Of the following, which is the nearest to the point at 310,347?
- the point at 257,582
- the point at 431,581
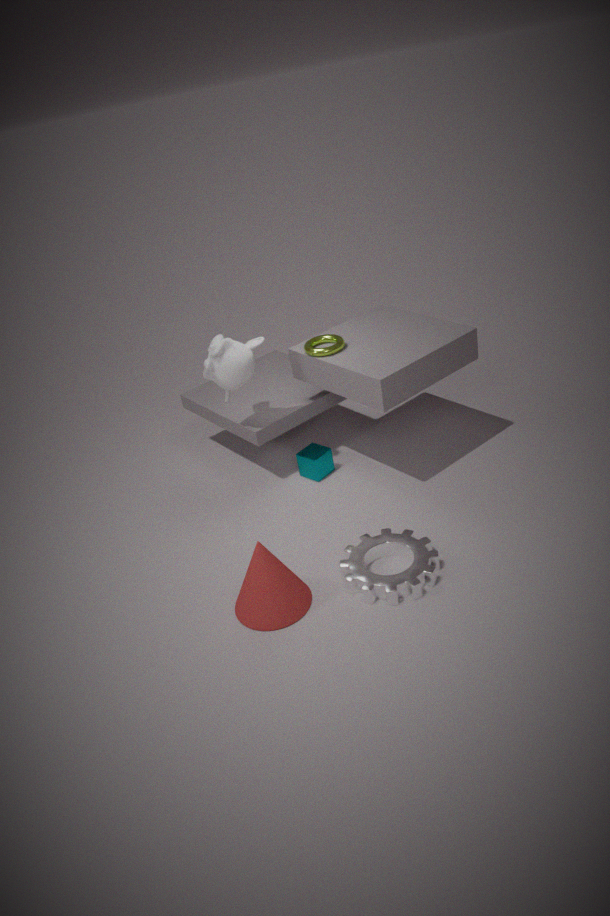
the point at 431,581
